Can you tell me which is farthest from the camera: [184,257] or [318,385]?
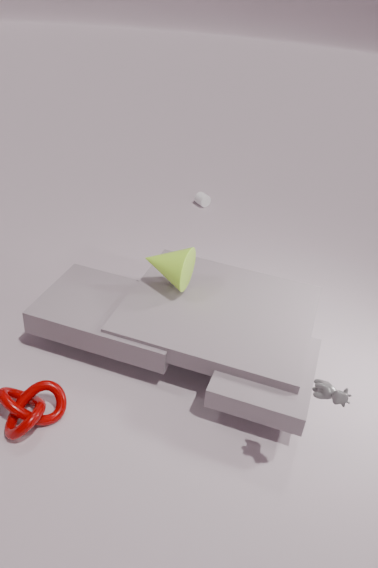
[184,257]
